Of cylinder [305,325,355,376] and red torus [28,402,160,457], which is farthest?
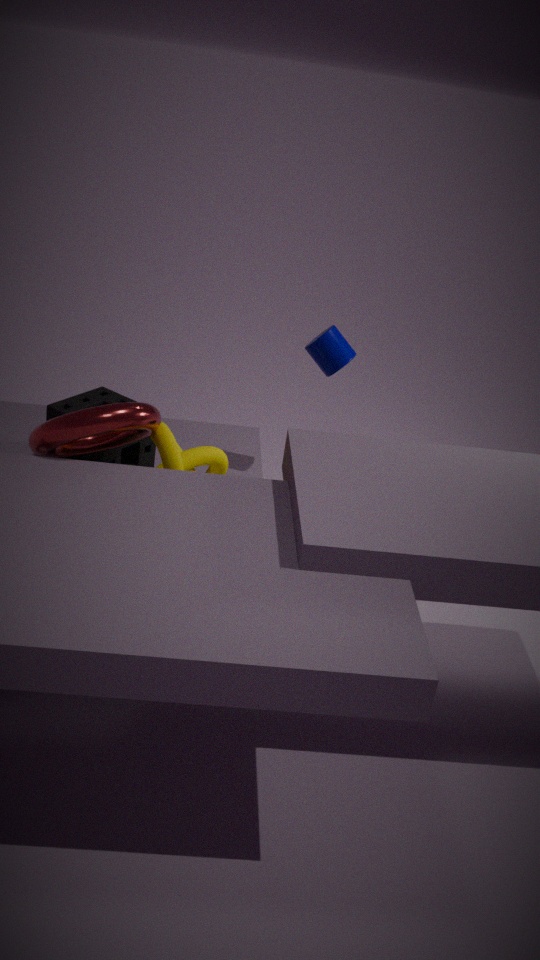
cylinder [305,325,355,376]
